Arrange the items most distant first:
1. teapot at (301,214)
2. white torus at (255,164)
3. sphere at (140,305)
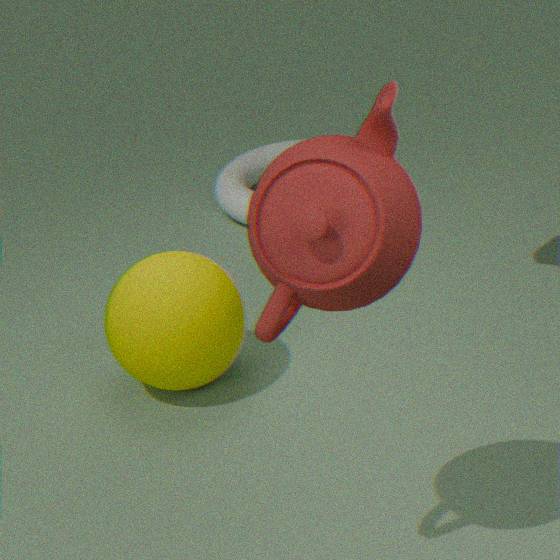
white torus at (255,164), sphere at (140,305), teapot at (301,214)
